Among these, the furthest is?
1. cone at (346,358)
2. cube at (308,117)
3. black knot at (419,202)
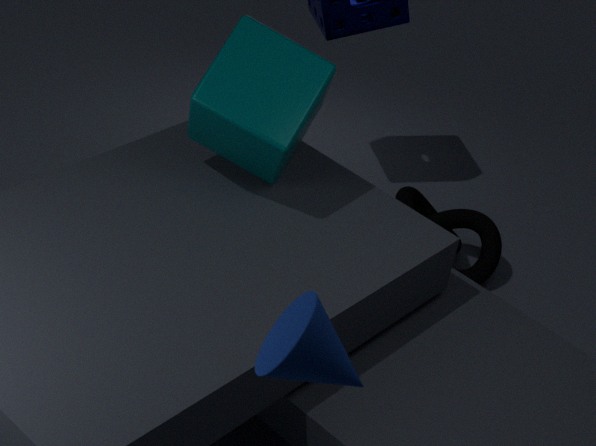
black knot at (419,202)
